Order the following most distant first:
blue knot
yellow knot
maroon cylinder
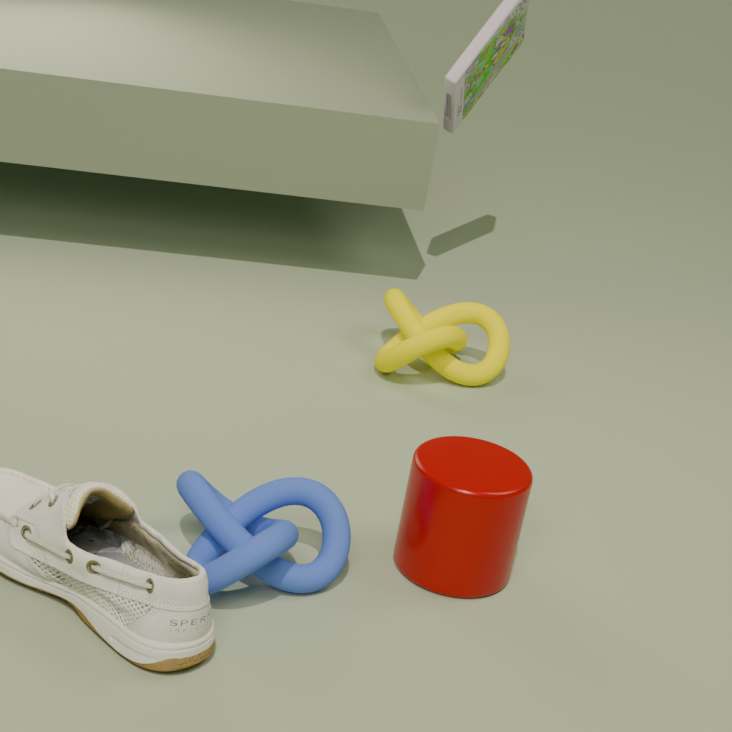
yellow knot
maroon cylinder
blue knot
